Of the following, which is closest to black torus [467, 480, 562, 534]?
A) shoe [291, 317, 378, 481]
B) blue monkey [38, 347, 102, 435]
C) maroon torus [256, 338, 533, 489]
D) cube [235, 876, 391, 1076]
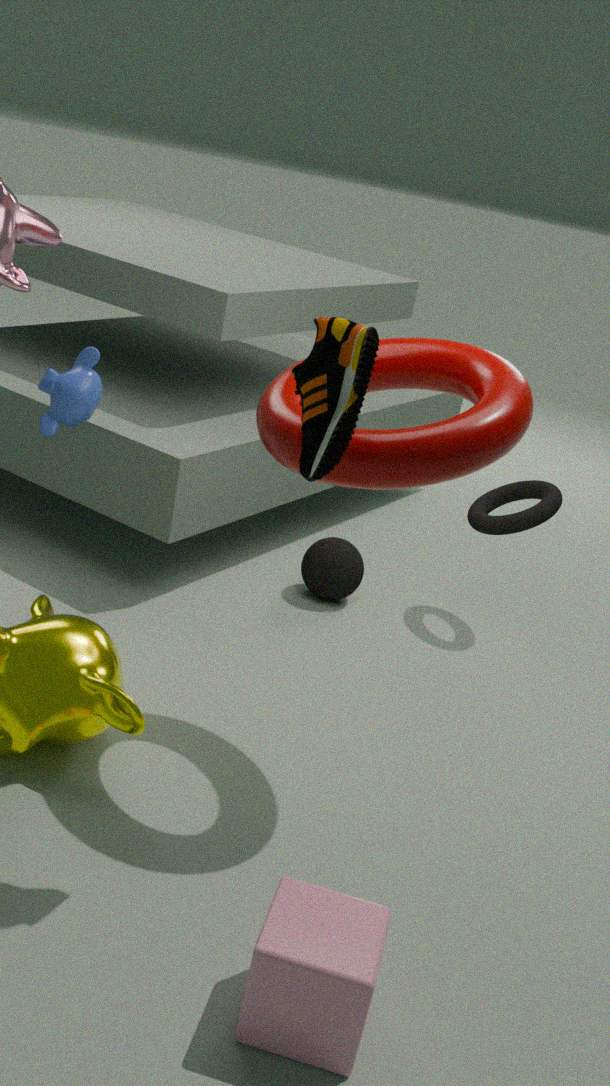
maroon torus [256, 338, 533, 489]
